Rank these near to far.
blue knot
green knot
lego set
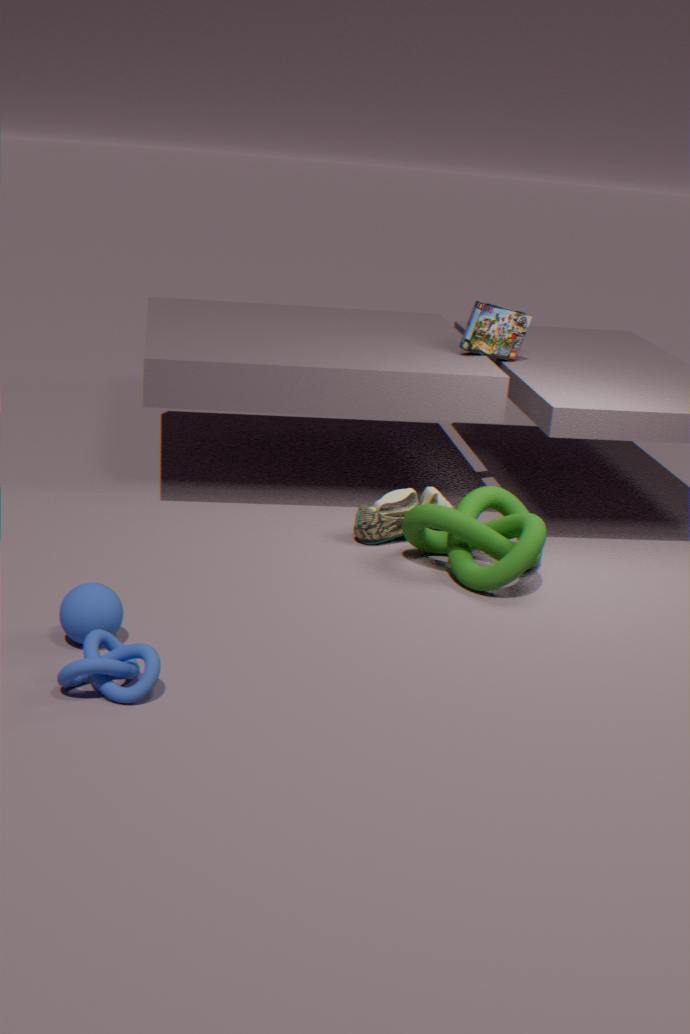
blue knot, green knot, lego set
